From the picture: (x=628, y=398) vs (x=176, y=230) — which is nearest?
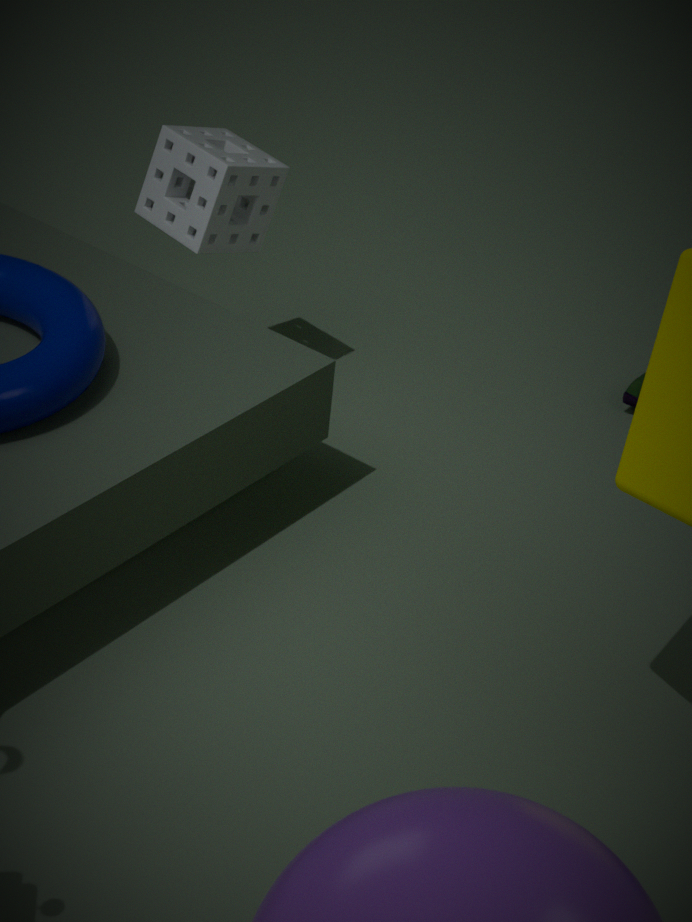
(x=176, y=230)
